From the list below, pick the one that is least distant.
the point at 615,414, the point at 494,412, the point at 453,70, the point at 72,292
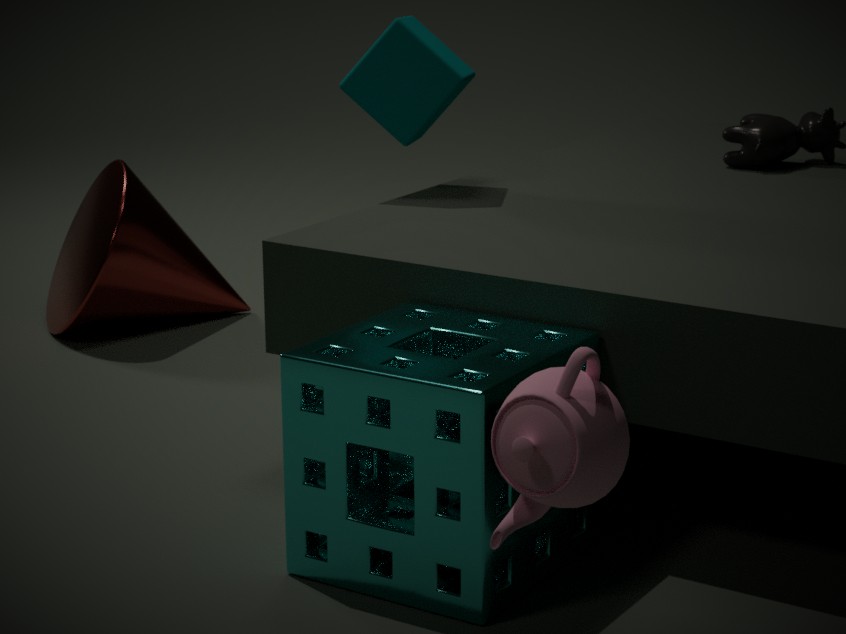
the point at 615,414
